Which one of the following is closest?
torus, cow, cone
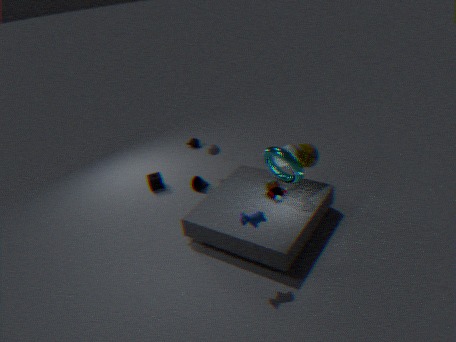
cow
